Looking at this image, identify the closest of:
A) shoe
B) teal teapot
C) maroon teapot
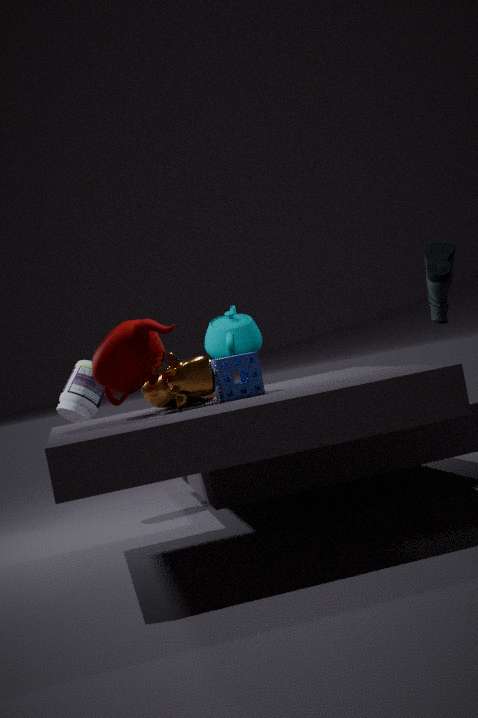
maroon teapot
